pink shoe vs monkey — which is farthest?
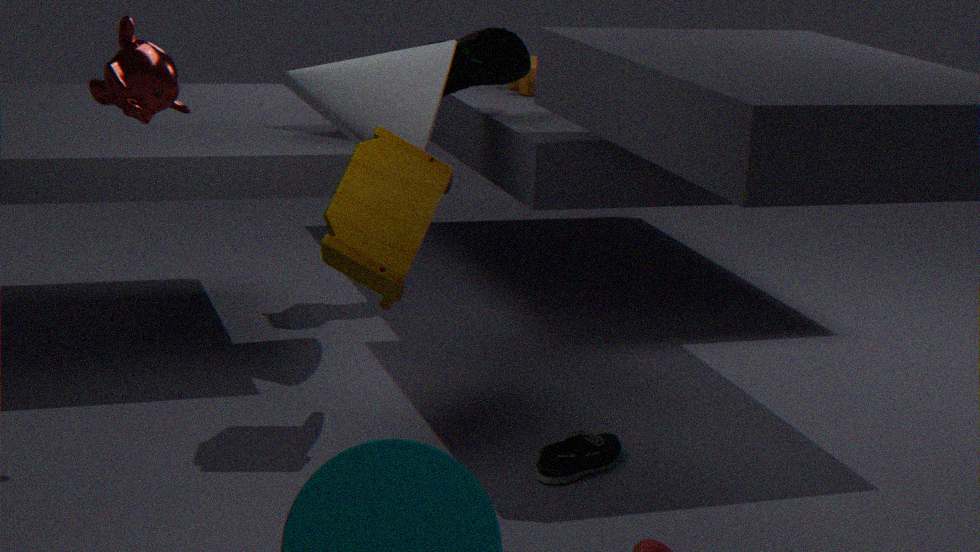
pink shoe
